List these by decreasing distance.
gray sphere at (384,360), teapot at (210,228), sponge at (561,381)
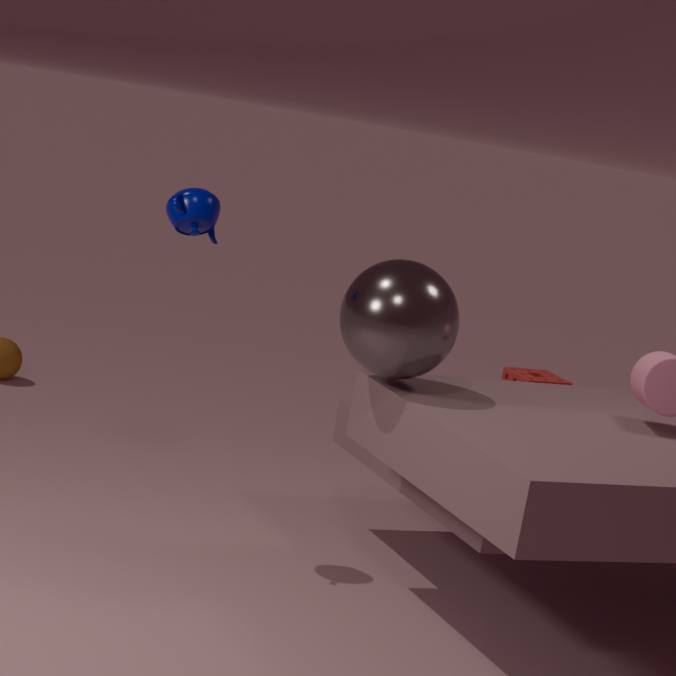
sponge at (561,381)
teapot at (210,228)
gray sphere at (384,360)
